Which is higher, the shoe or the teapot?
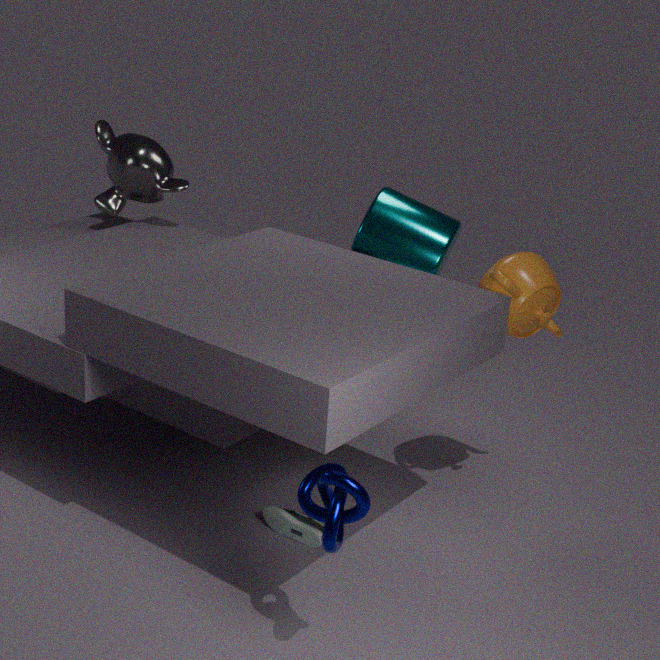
the teapot
